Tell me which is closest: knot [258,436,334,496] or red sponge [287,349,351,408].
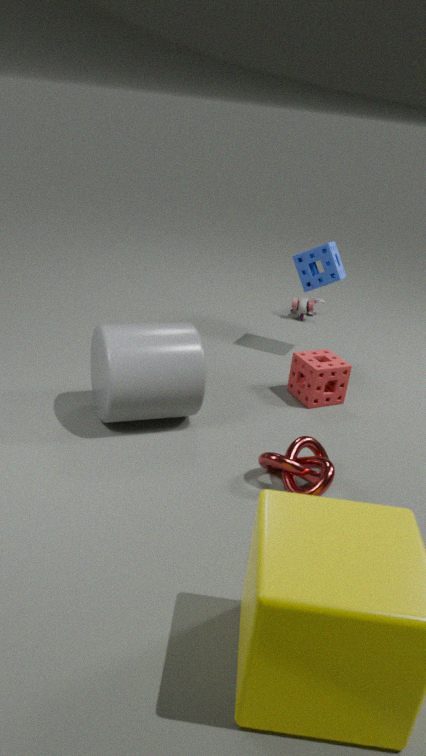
knot [258,436,334,496]
